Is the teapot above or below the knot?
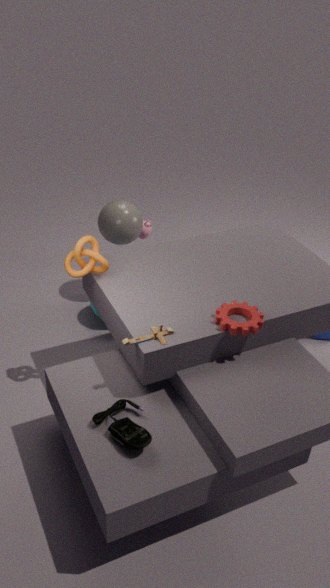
below
